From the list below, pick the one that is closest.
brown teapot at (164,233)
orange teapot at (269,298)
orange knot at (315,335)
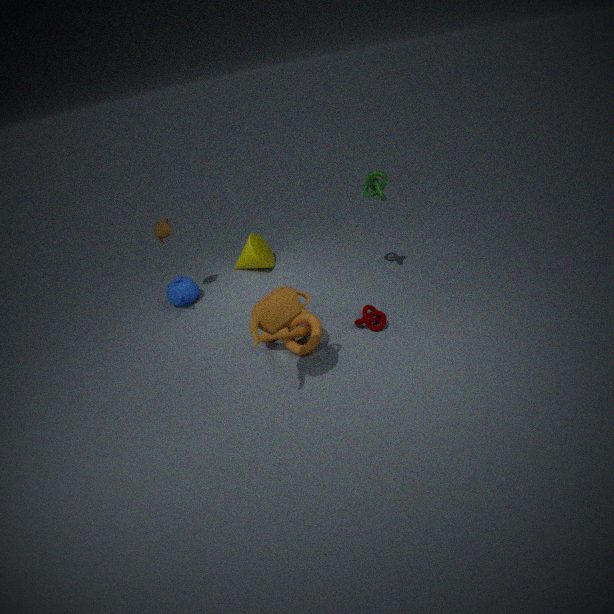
orange teapot at (269,298)
